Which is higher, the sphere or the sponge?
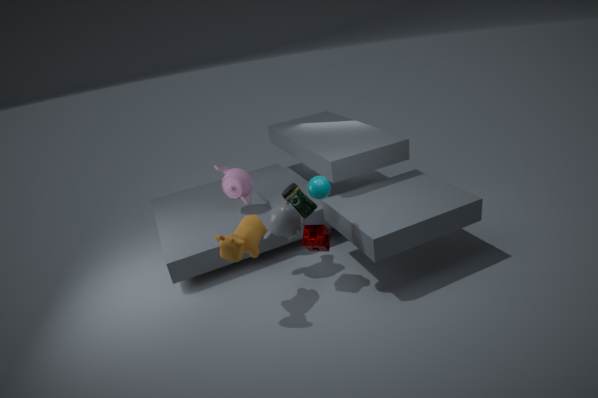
the sphere
